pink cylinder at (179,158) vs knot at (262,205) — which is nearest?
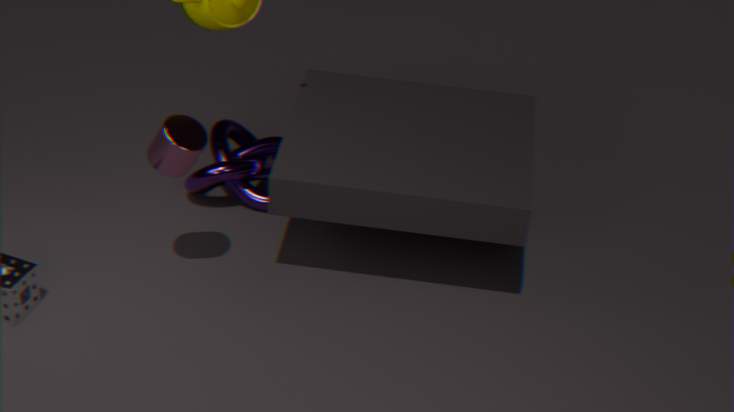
pink cylinder at (179,158)
